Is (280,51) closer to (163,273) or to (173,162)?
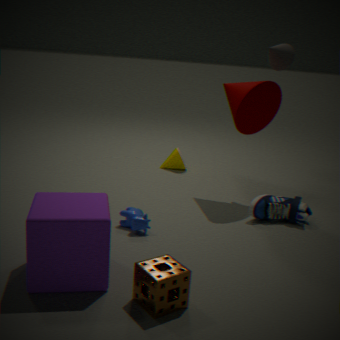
(173,162)
